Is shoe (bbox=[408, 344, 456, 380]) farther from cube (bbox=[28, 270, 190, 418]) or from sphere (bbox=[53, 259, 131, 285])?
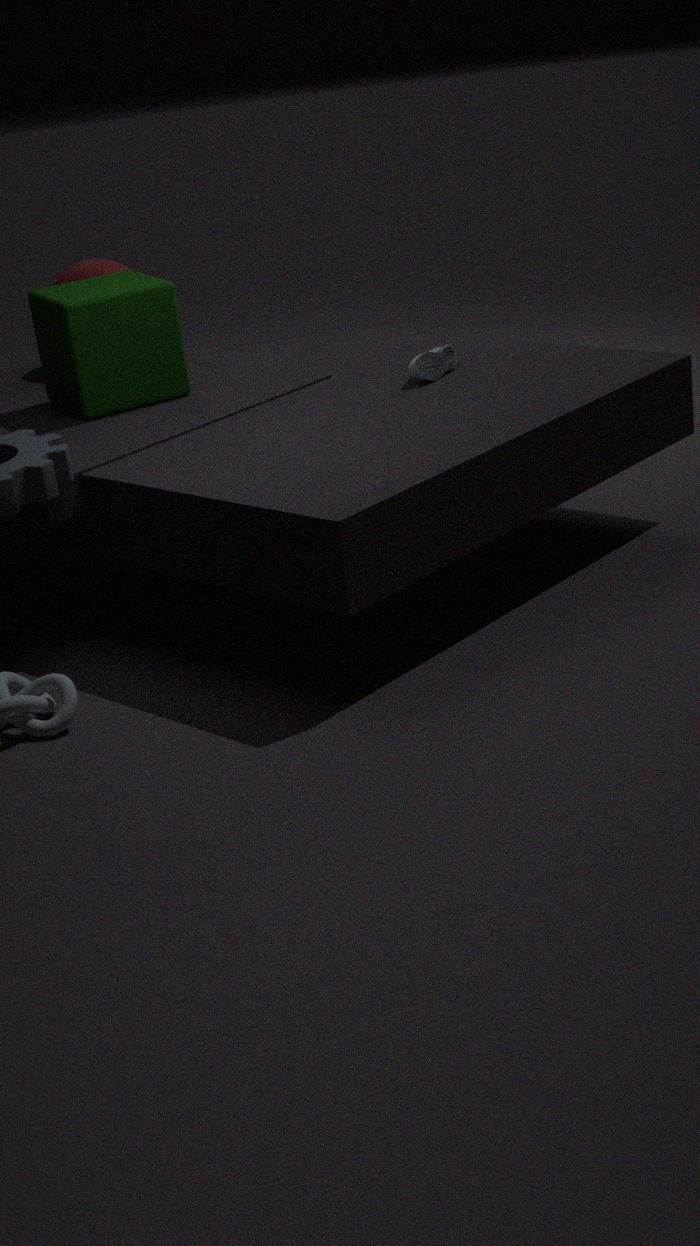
sphere (bbox=[53, 259, 131, 285])
